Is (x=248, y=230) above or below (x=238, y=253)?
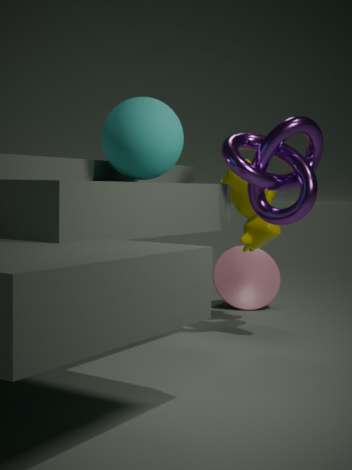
above
